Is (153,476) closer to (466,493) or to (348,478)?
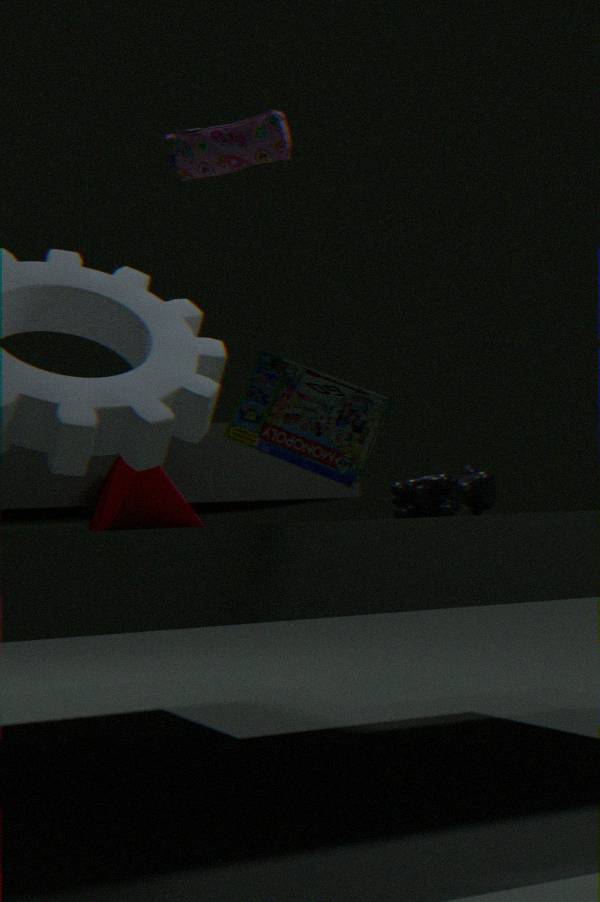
(348,478)
